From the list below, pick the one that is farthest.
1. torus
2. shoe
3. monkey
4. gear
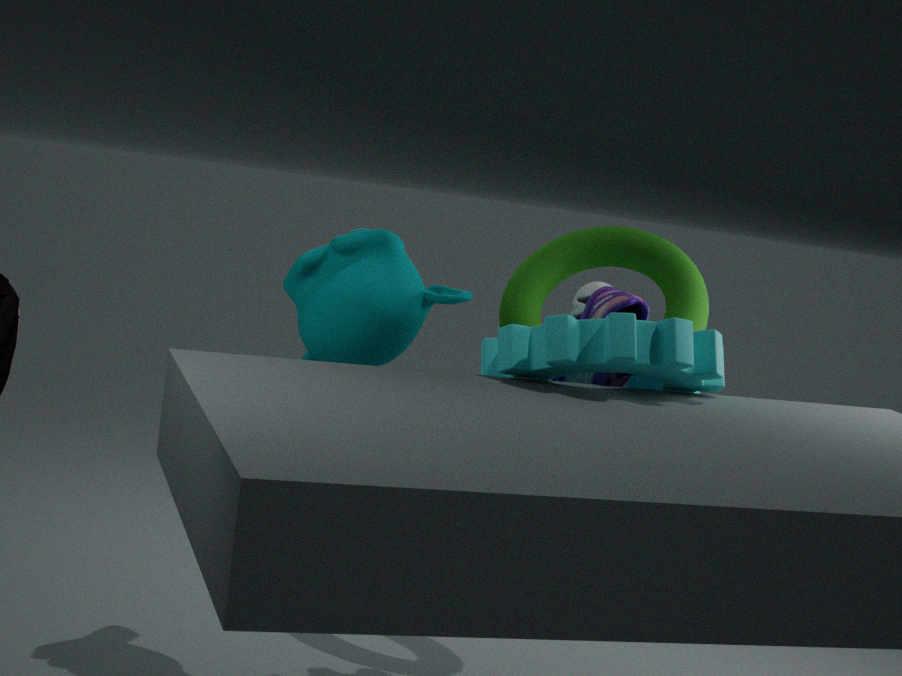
torus
